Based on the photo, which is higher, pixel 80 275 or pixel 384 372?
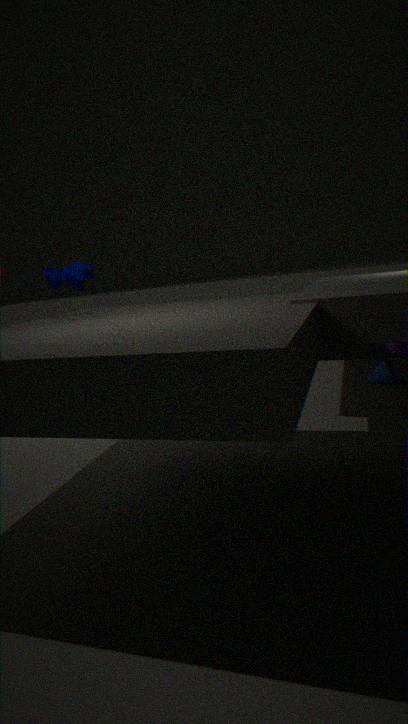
pixel 80 275
